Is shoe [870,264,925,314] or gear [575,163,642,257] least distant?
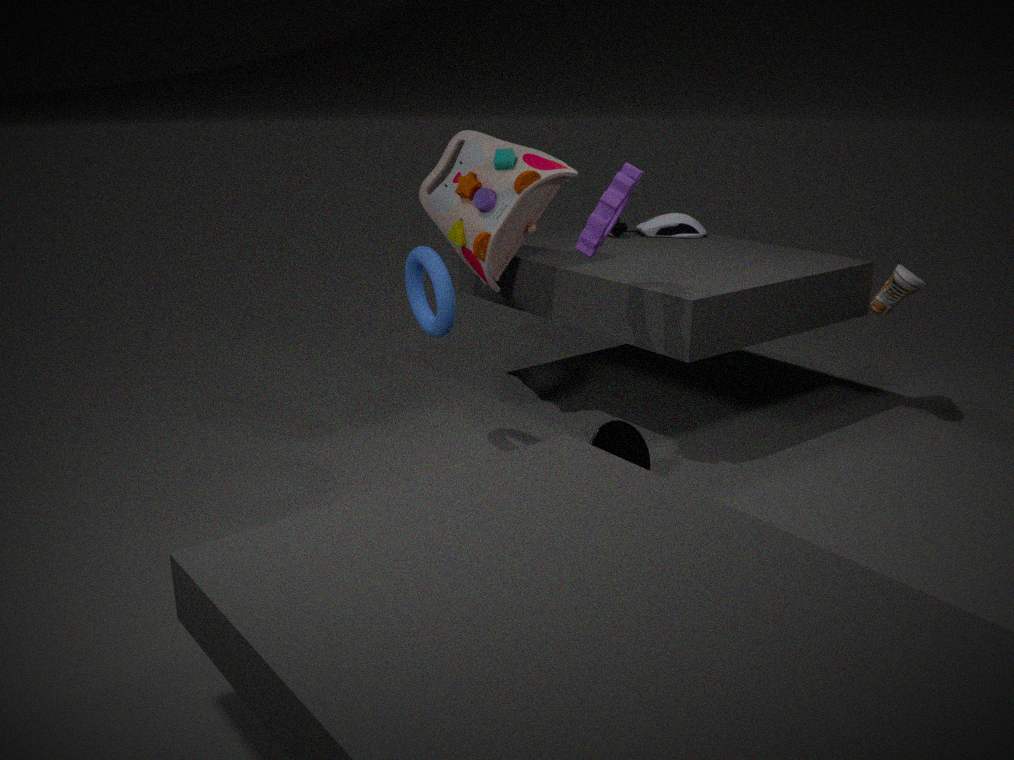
gear [575,163,642,257]
